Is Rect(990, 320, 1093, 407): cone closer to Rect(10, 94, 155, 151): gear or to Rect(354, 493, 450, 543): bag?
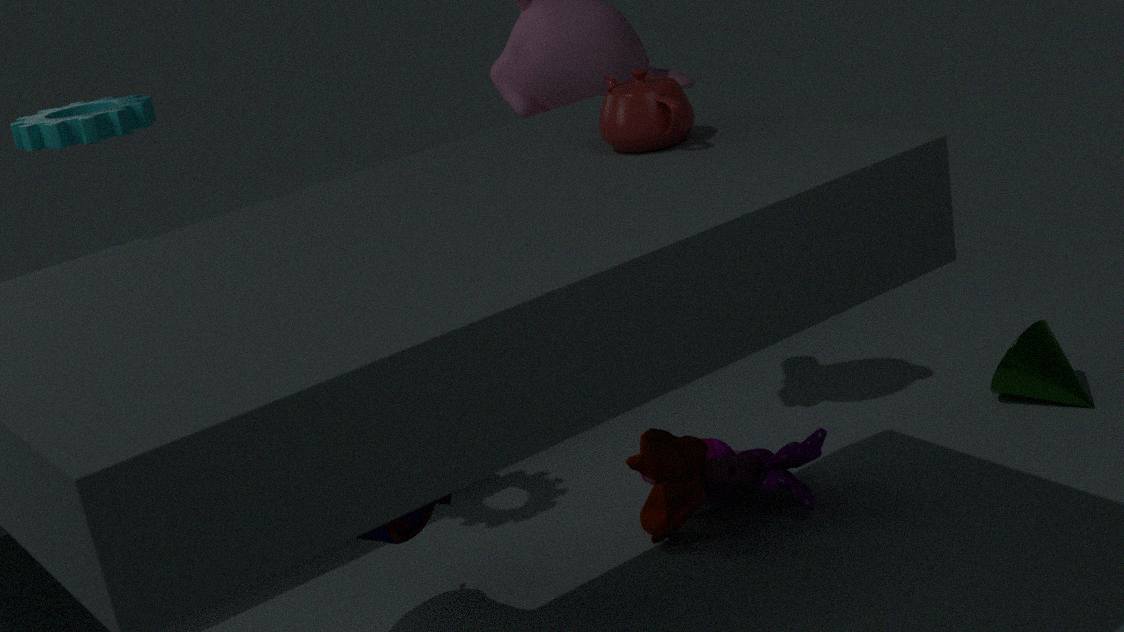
Rect(354, 493, 450, 543): bag
